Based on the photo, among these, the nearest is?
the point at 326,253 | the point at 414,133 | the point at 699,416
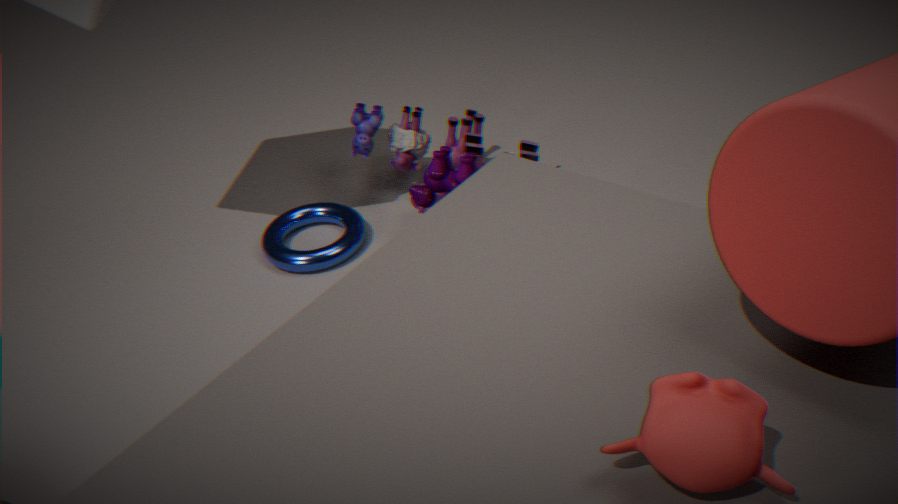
the point at 699,416
